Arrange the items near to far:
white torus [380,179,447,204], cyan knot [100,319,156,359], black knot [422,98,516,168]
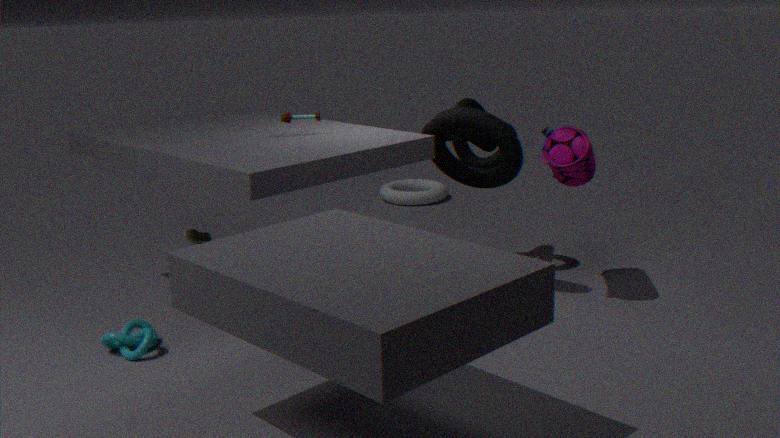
cyan knot [100,319,156,359] → black knot [422,98,516,168] → white torus [380,179,447,204]
